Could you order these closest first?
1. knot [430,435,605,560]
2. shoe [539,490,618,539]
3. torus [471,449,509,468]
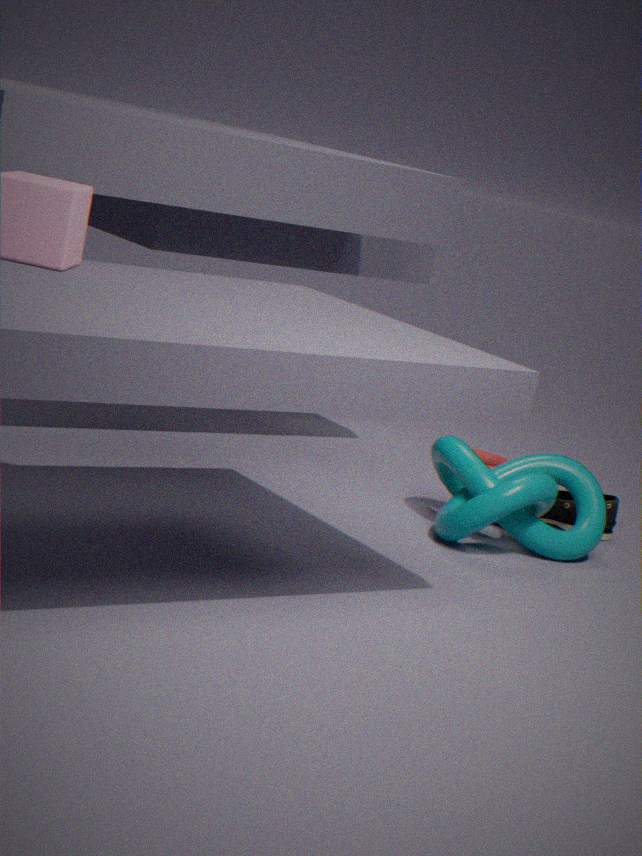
knot [430,435,605,560] → shoe [539,490,618,539] → torus [471,449,509,468]
